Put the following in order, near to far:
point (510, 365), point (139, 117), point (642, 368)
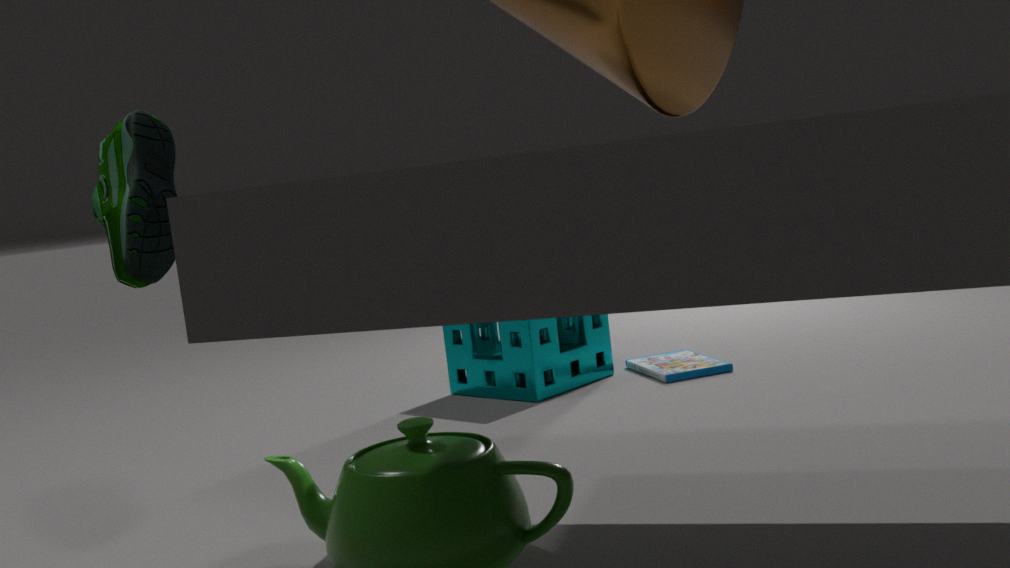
point (139, 117), point (510, 365), point (642, 368)
